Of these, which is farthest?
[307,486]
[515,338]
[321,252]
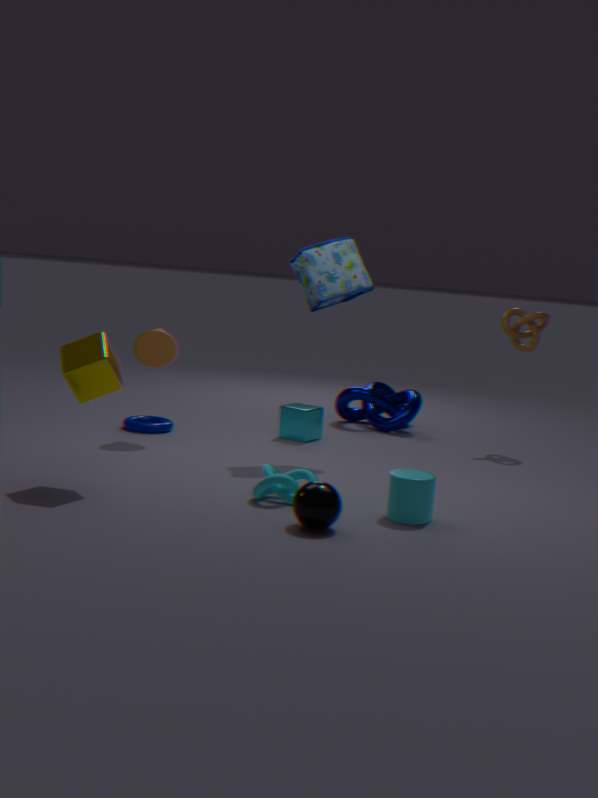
[515,338]
